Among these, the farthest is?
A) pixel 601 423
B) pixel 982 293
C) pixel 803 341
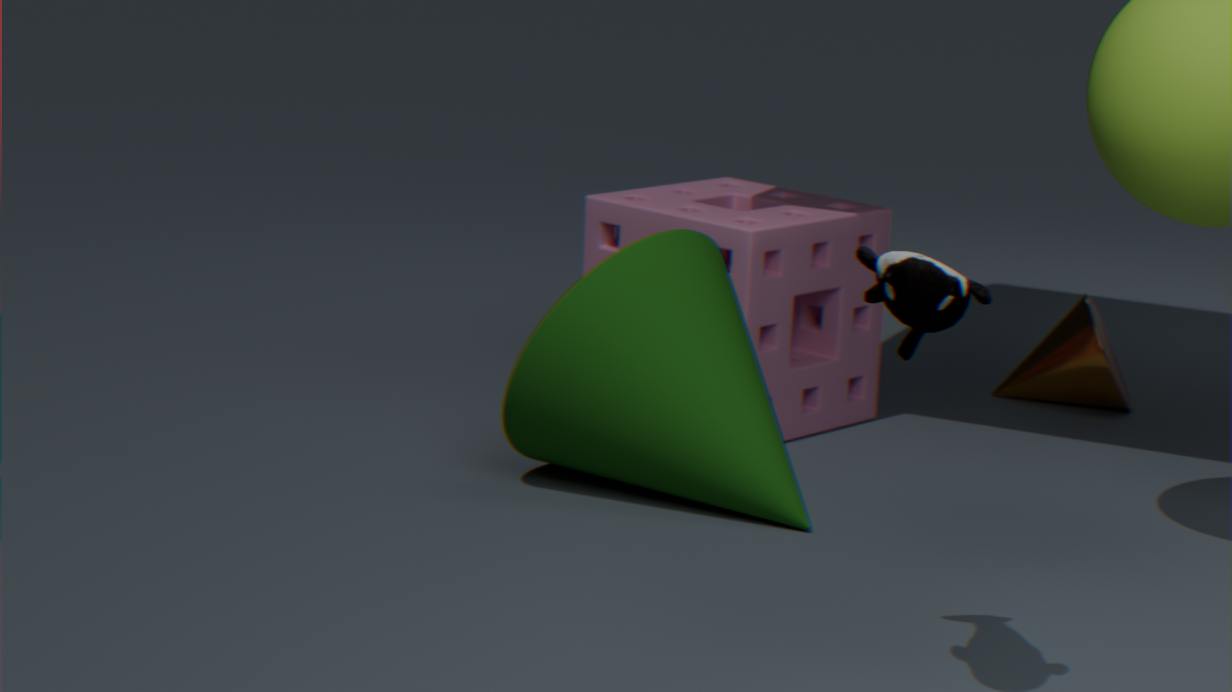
pixel 803 341
